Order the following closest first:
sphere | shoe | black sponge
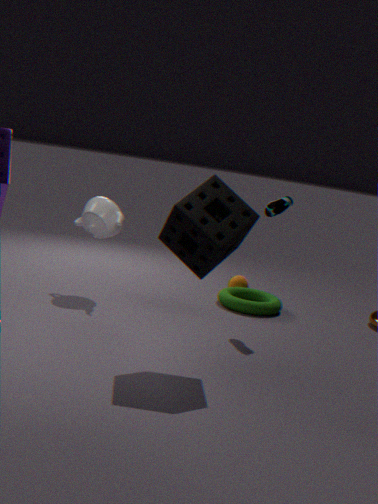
black sponge, shoe, sphere
